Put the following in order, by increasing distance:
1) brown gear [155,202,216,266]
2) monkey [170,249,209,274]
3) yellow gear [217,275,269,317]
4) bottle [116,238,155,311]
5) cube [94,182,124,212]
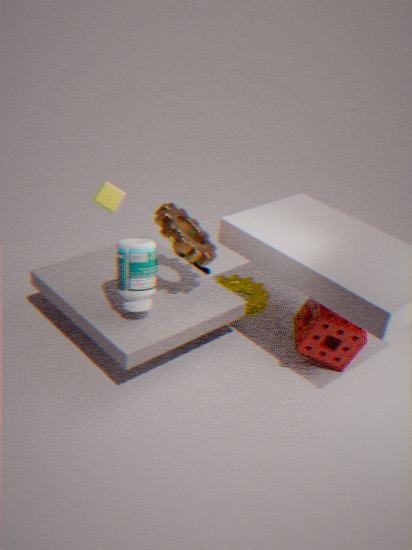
4. bottle [116,238,155,311]
1. brown gear [155,202,216,266]
5. cube [94,182,124,212]
3. yellow gear [217,275,269,317]
2. monkey [170,249,209,274]
